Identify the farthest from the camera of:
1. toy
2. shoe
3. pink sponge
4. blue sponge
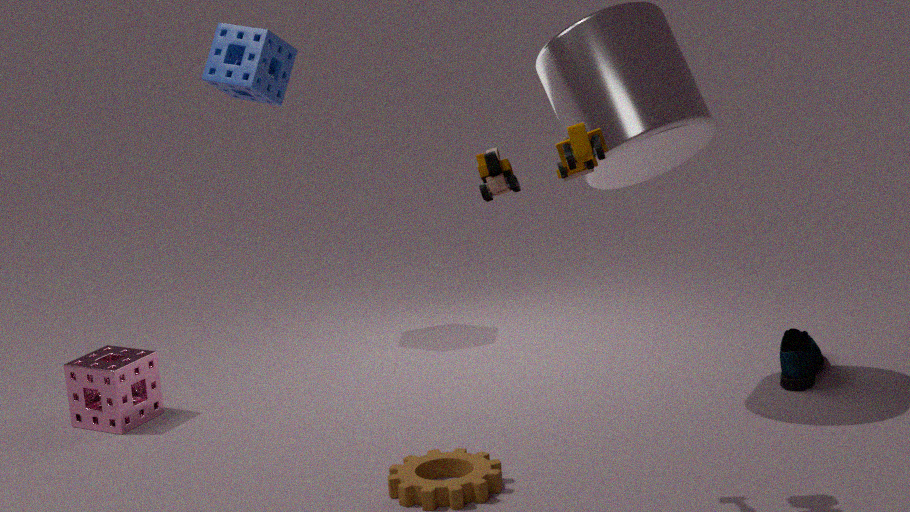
blue sponge
